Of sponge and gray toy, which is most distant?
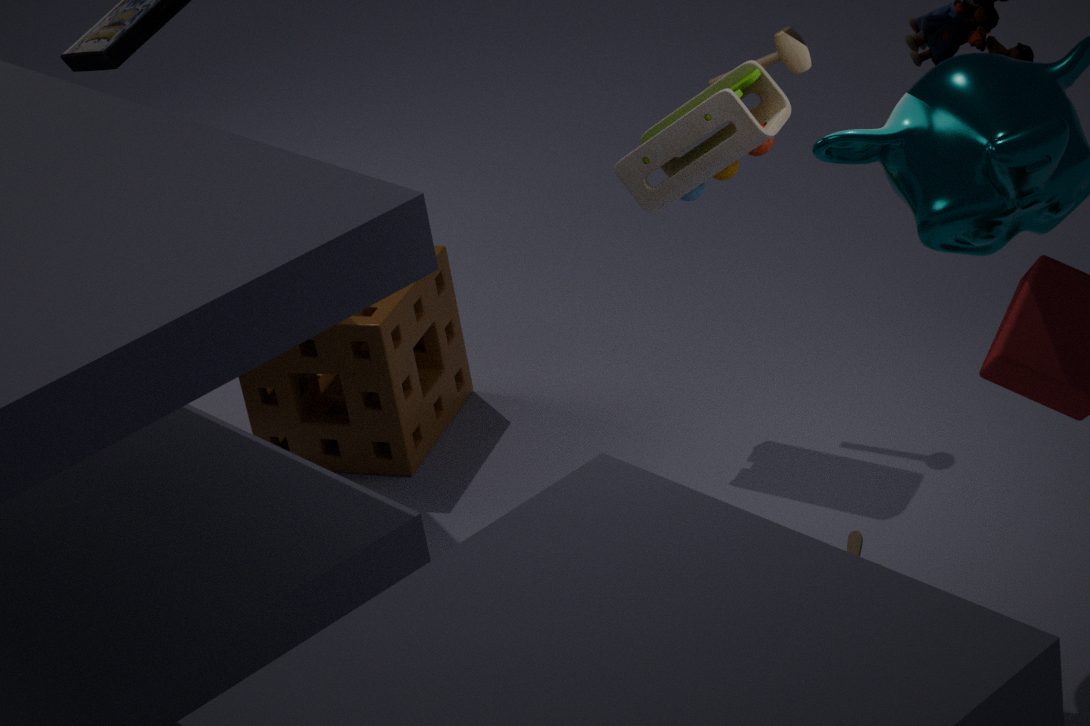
sponge
